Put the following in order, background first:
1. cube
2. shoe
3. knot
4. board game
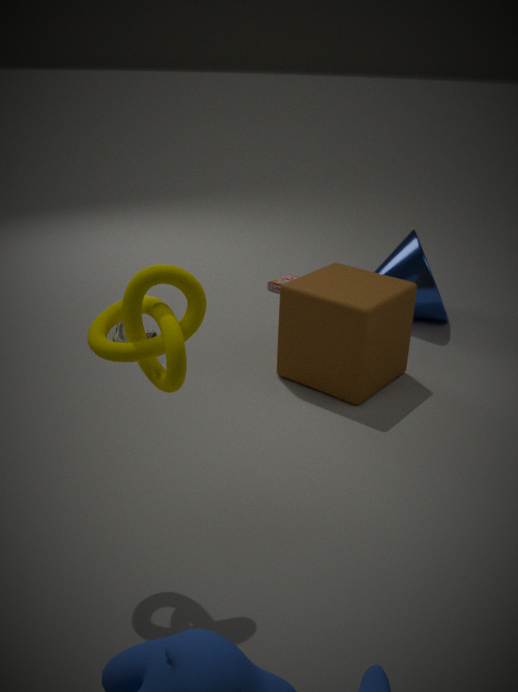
board game → shoe → cube → knot
